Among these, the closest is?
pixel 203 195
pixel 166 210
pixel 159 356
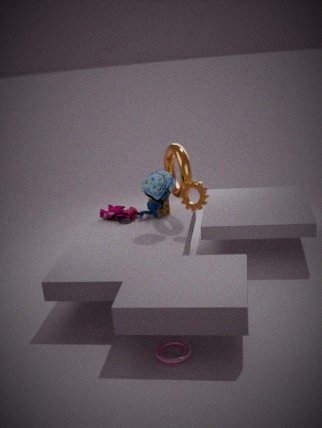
pixel 159 356
